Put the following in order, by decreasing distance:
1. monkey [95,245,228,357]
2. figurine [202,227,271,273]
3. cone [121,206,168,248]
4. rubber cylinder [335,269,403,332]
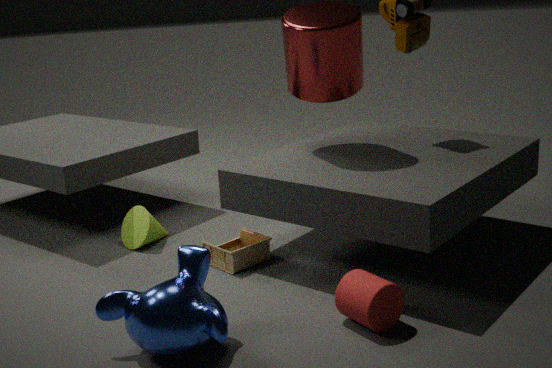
cone [121,206,168,248]
figurine [202,227,271,273]
rubber cylinder [335,269,403,332]
monkey [95,245,228,357]
